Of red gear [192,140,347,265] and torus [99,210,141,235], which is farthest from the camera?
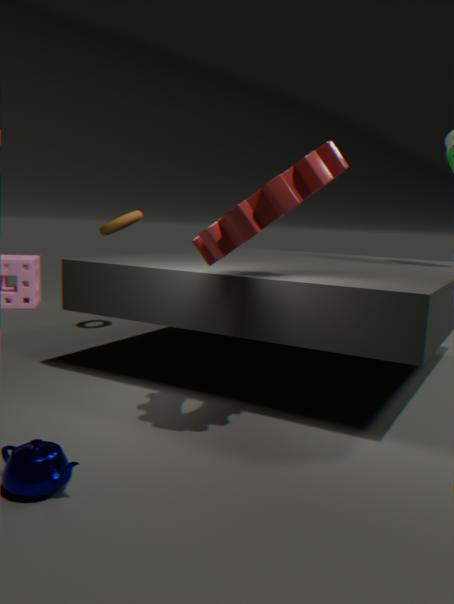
torus [99,210,141,235]
